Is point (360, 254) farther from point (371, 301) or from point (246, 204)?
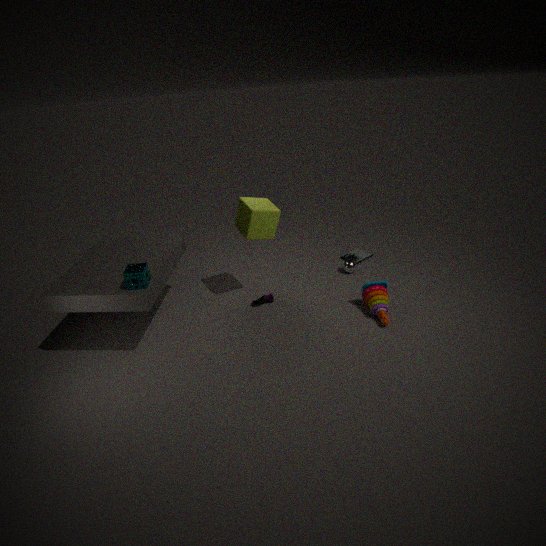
point (246, 204)
